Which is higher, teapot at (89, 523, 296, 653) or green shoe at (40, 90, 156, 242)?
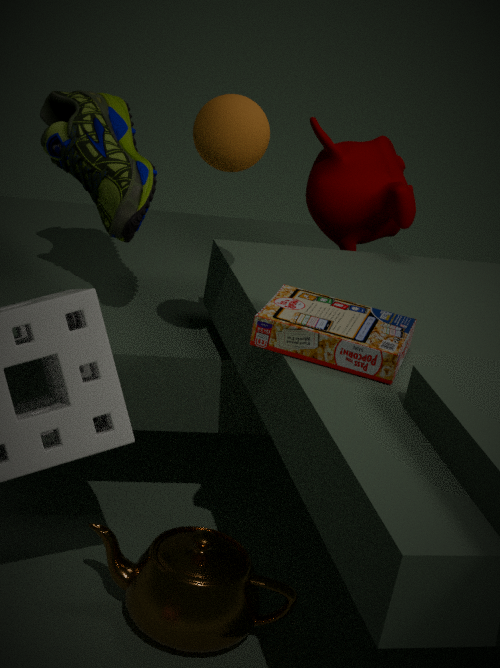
green shoe at (40, 90, 156, 242)
